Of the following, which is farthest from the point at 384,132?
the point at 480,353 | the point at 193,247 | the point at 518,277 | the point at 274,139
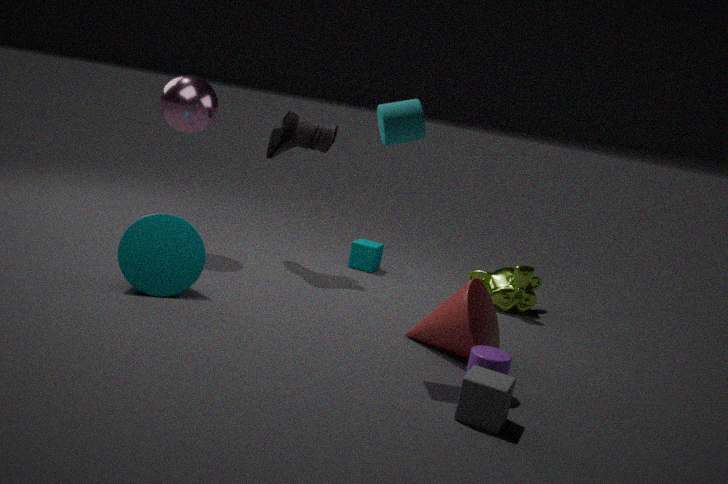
the point at 518,277
